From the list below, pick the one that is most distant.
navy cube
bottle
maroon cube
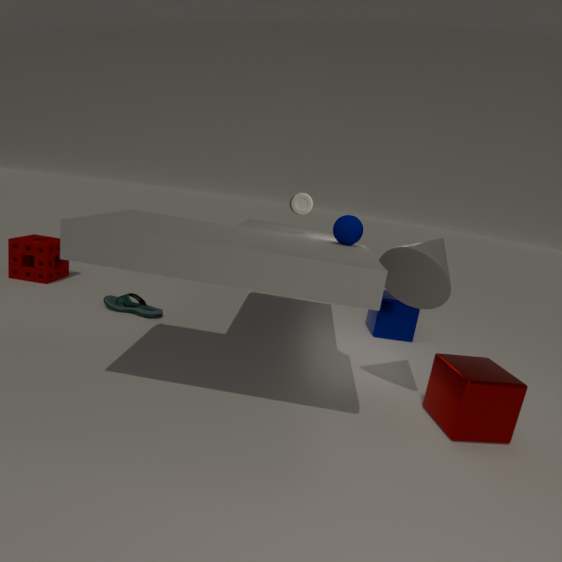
navy cube
